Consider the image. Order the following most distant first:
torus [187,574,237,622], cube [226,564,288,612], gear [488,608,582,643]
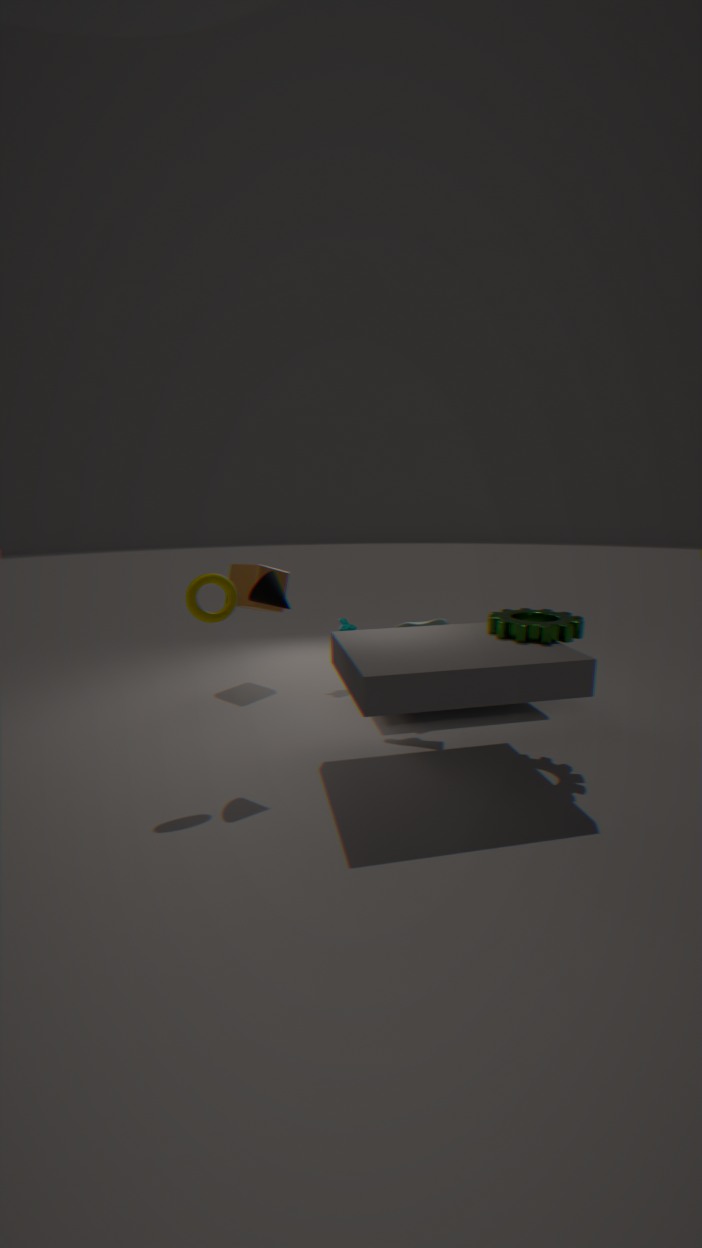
1. cube [226,564,288,612]
2. gear [488,608,582,643]
3. torus [187,574,237,622]
